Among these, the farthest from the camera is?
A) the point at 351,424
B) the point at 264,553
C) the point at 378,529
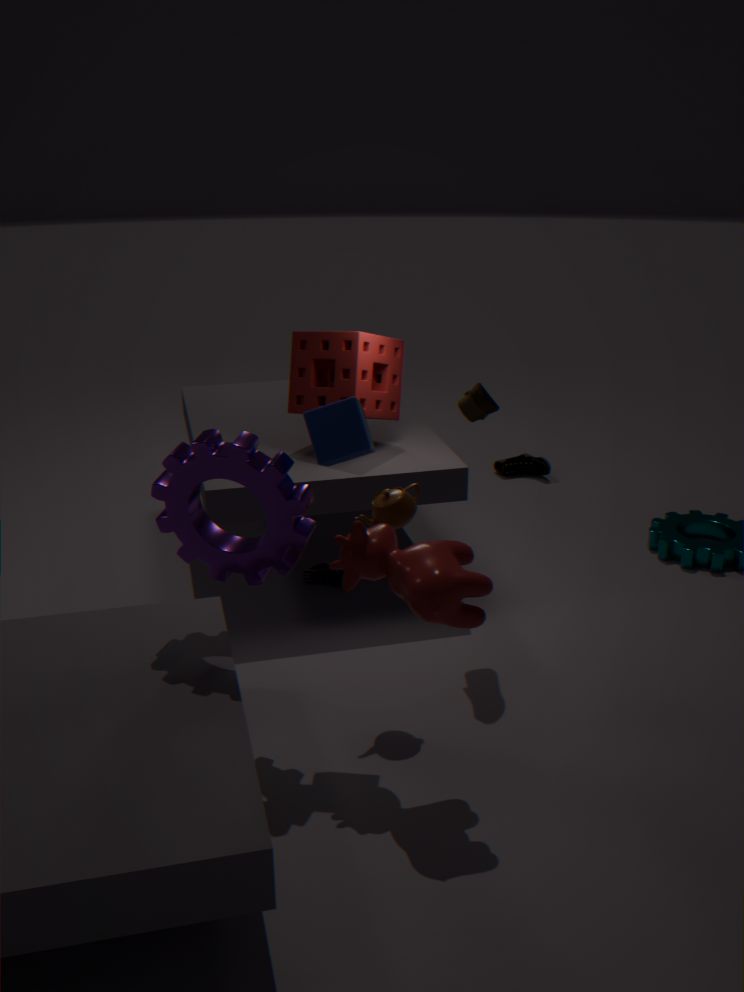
the point at 264,553
